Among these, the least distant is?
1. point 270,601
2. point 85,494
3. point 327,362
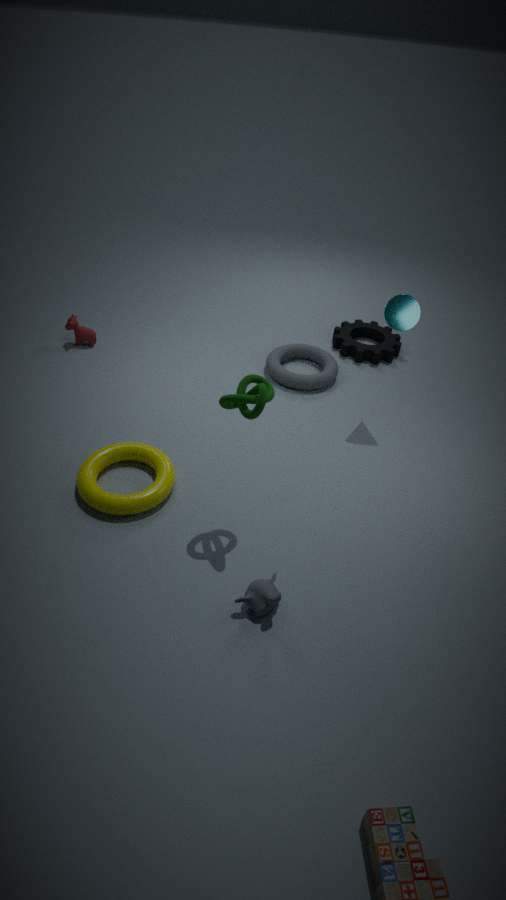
point 270,601
